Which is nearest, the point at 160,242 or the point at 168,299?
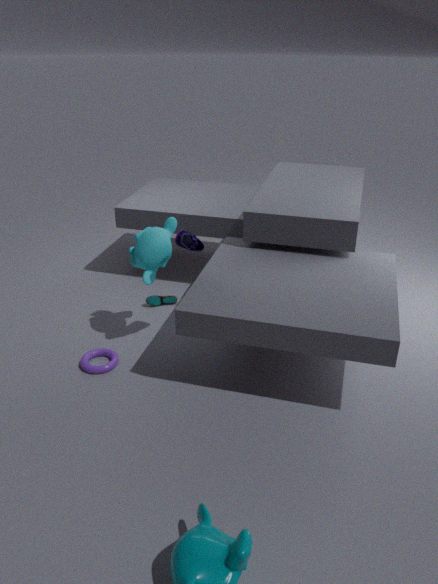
the point at 160,242
